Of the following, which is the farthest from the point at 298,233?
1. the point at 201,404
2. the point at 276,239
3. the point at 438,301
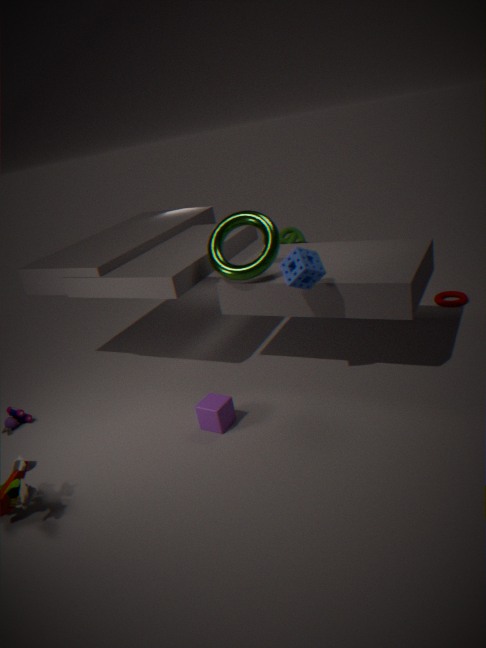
the point at 201,404
